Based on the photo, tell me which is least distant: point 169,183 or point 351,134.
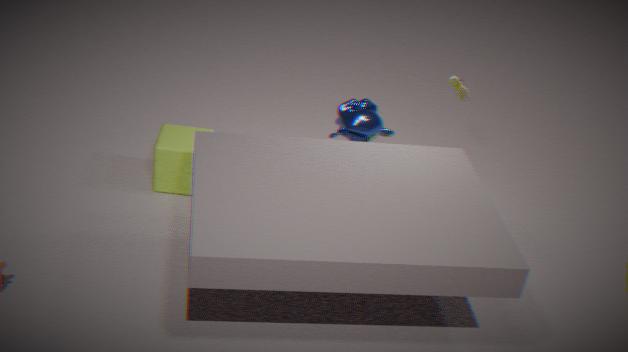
point 351,134
